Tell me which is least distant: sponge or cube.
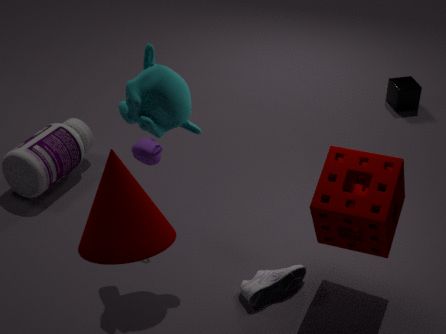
sponge
